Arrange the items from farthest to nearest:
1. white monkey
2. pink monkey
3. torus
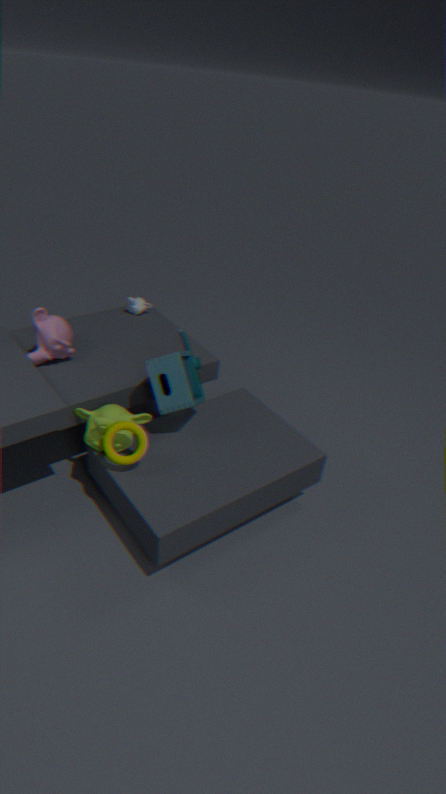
1. white monkey
2. pink monkey
3. torus
